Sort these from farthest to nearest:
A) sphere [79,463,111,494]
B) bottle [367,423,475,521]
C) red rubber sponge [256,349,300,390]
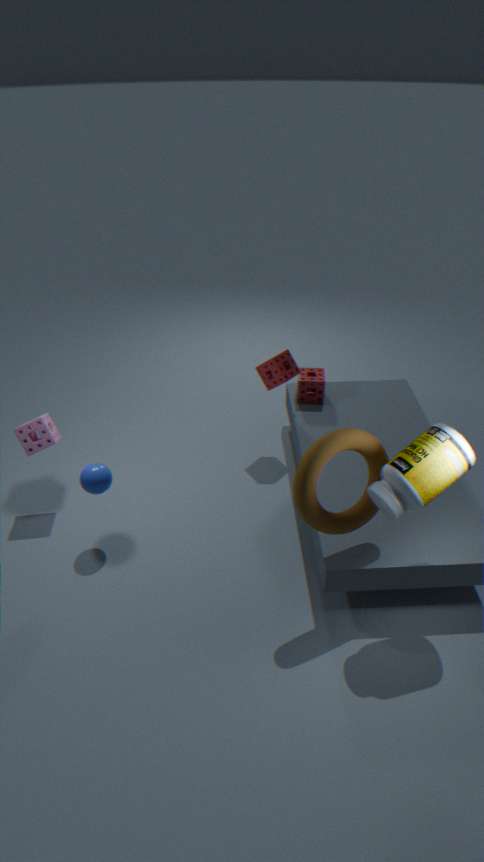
1. red rubber sponge [256,349,300,390]
2. sphere [79,463,111,494]
3. bottle [367,423,475,521]
